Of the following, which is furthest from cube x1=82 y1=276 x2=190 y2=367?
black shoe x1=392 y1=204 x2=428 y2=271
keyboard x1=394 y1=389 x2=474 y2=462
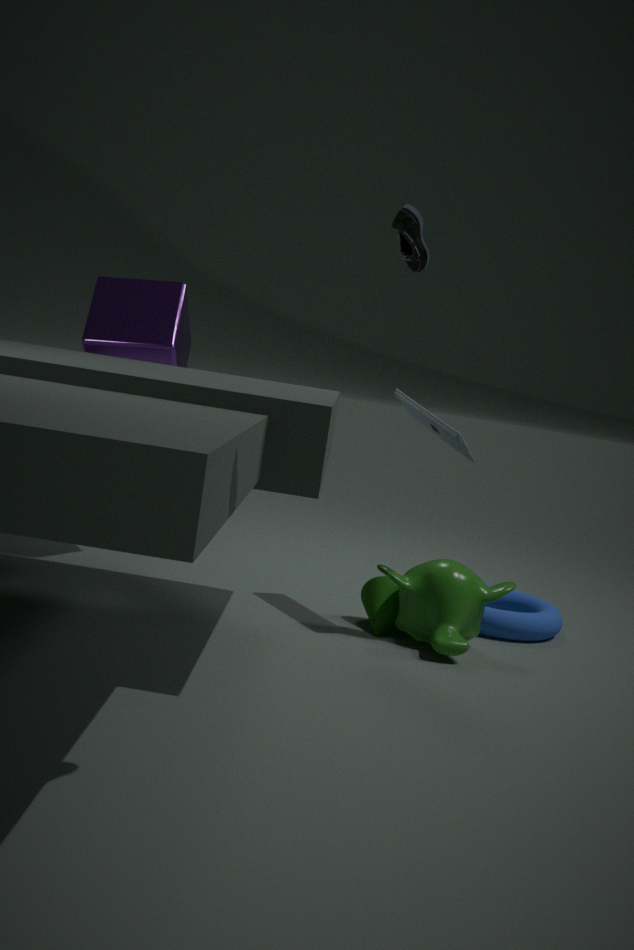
black shoe x1=392 y1=204 x2=428 y2=271
